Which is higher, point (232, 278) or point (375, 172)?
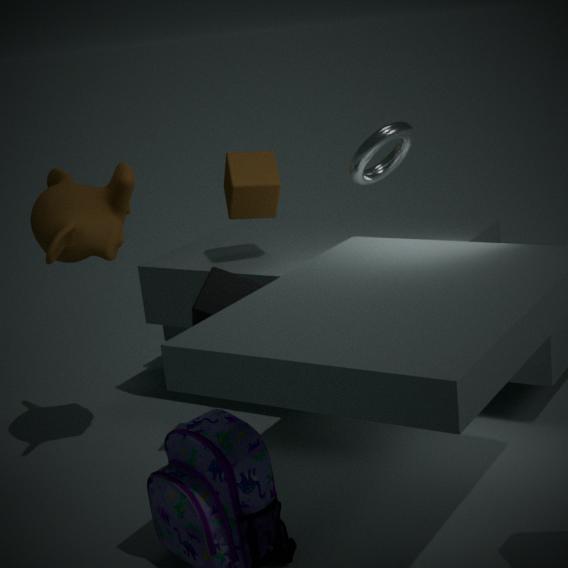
point (375, 172)
